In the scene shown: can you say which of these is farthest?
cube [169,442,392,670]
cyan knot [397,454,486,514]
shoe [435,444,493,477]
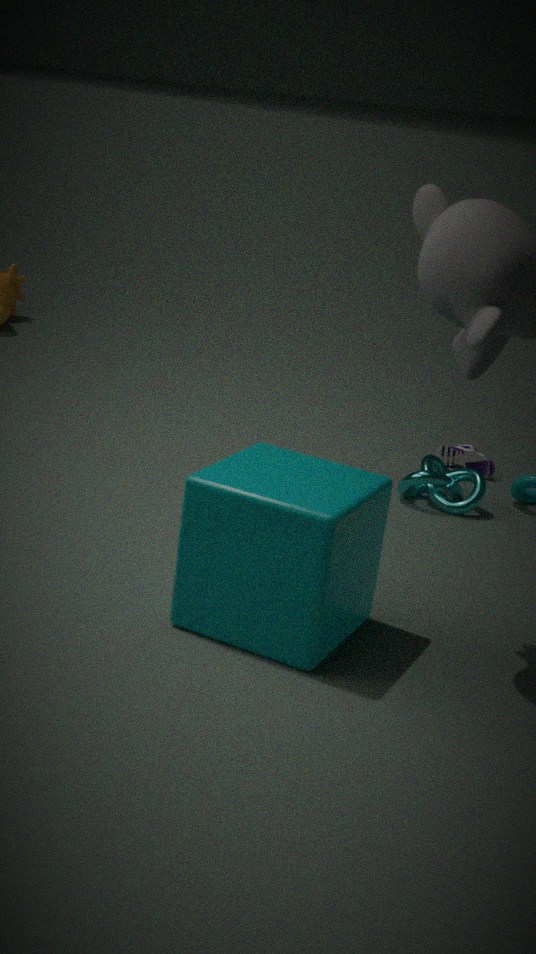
shoe [435,444,493,477]
